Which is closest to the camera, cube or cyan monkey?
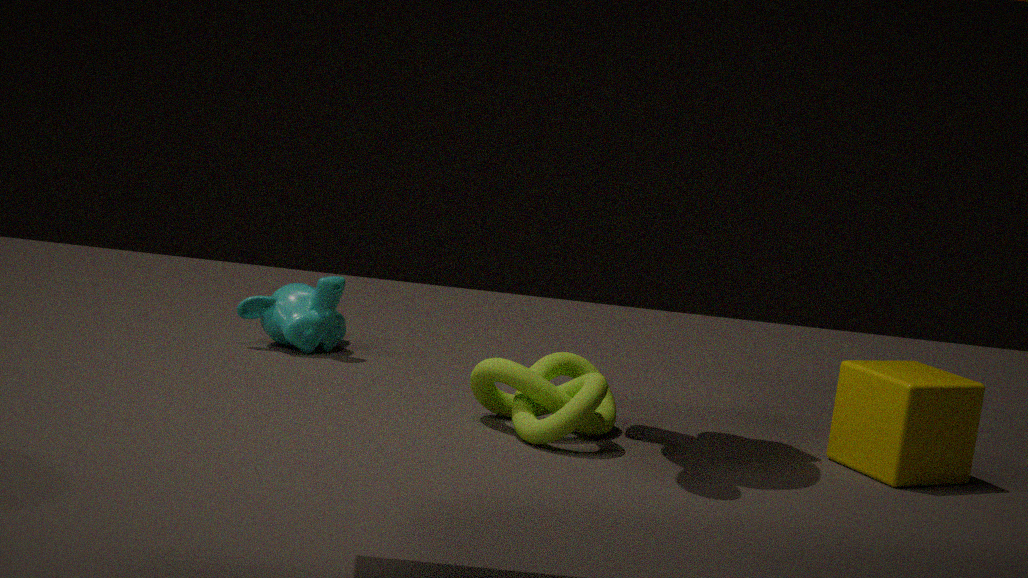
cube
